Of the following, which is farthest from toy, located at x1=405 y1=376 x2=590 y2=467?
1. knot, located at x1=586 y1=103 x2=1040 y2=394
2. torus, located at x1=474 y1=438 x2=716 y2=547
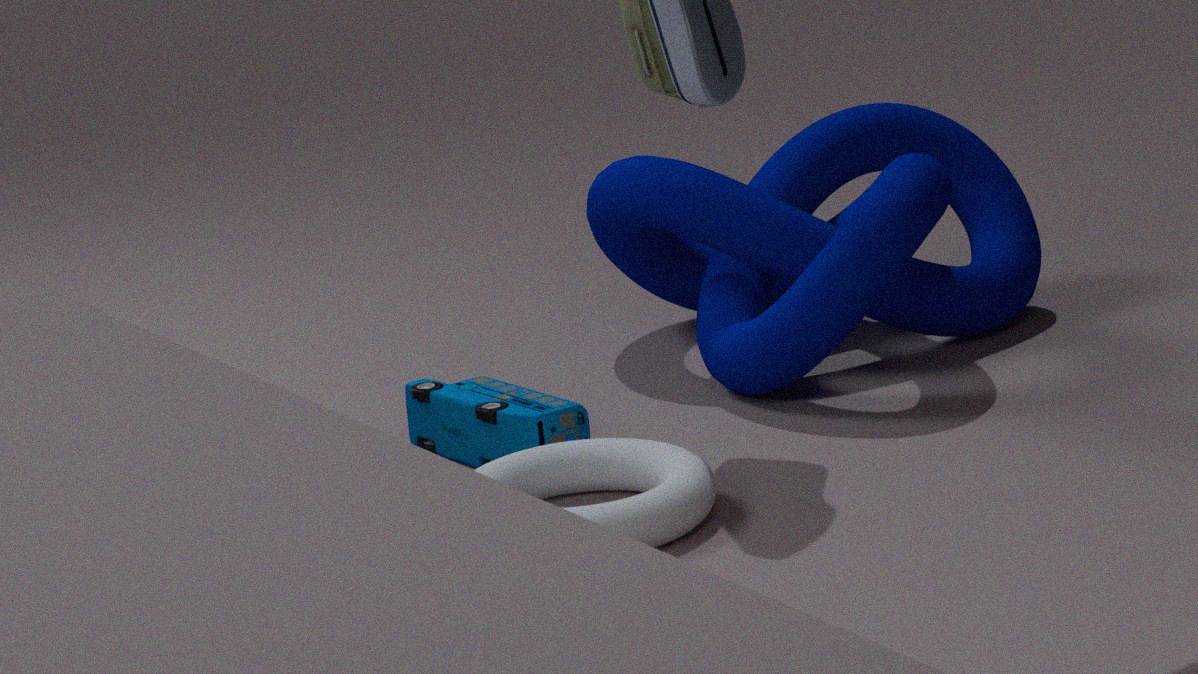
knot, located at x1=586 y1=103 x2=1040 y2=394
